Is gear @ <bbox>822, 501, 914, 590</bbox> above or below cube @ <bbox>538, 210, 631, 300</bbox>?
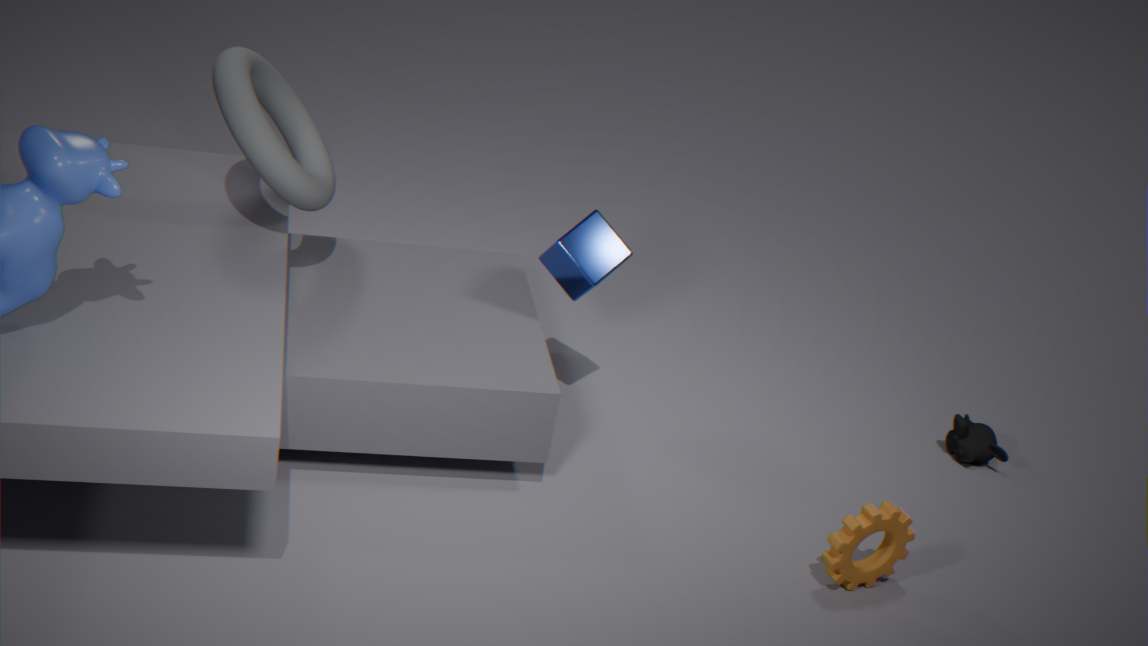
below
